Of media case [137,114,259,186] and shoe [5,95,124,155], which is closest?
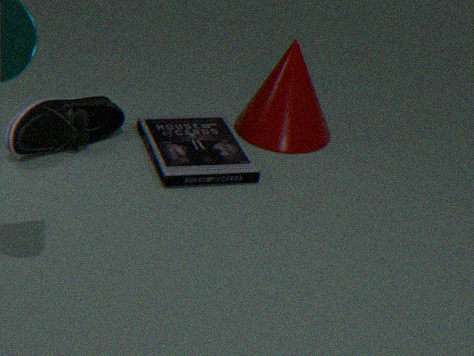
shoe [5,95,124,155]
